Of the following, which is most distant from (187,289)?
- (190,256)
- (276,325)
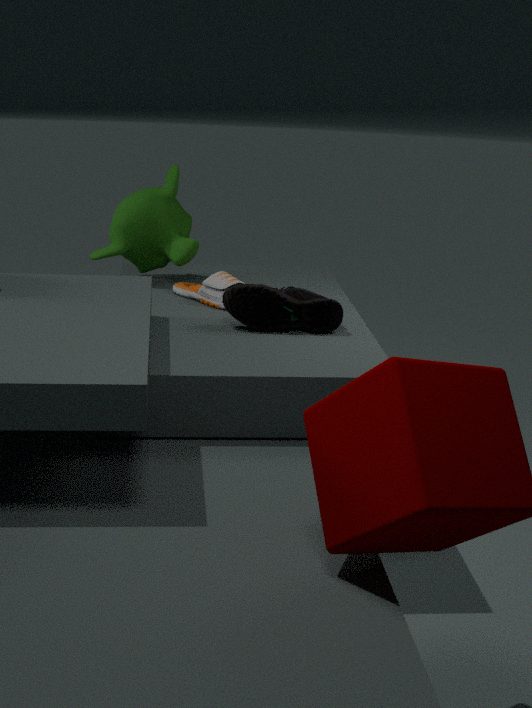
(190,256)
